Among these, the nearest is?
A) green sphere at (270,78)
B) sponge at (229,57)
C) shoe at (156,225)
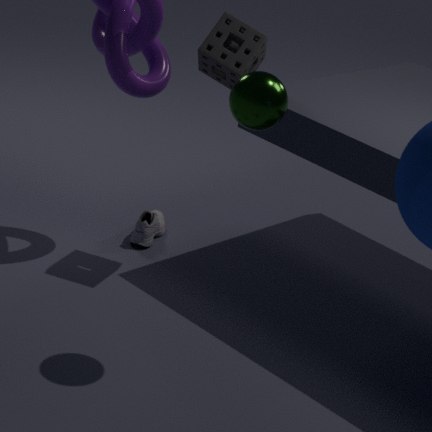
green sphere at (270,78)
